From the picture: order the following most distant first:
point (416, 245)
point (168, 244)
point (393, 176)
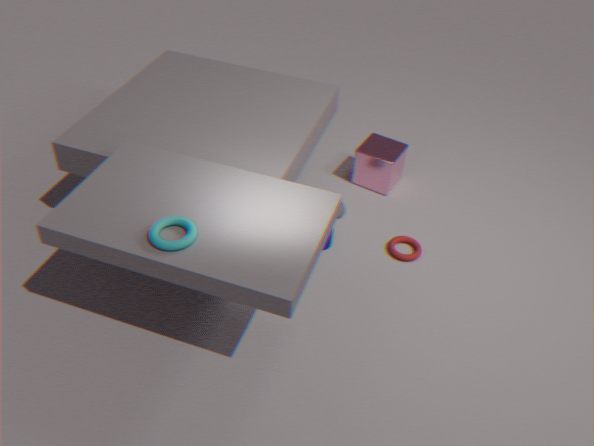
1. point (393, 176)
2. point (416, 245)
3. point (168, 244)
